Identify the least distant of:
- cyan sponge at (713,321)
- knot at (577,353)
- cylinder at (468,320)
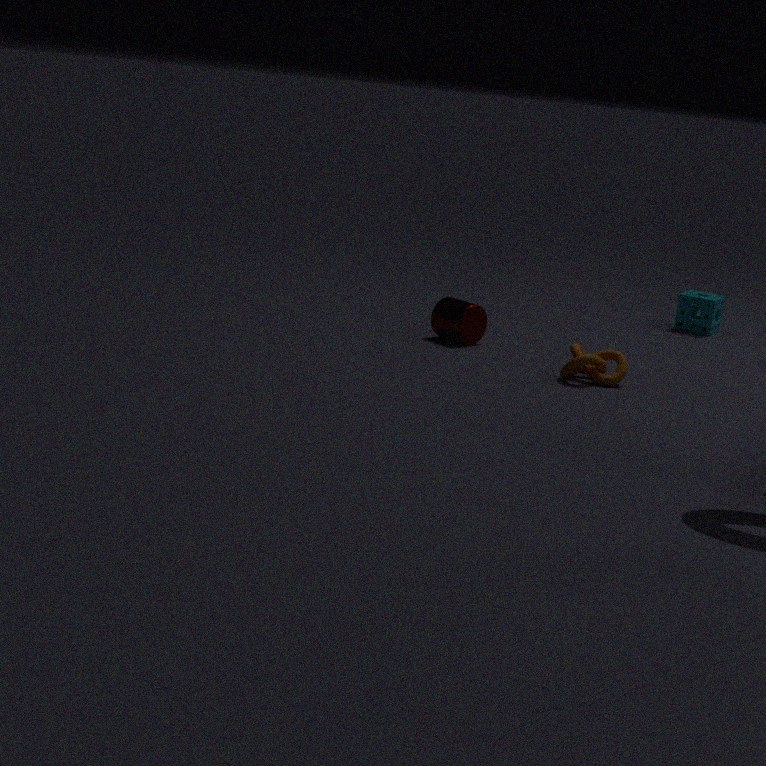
knot at (577,353)
